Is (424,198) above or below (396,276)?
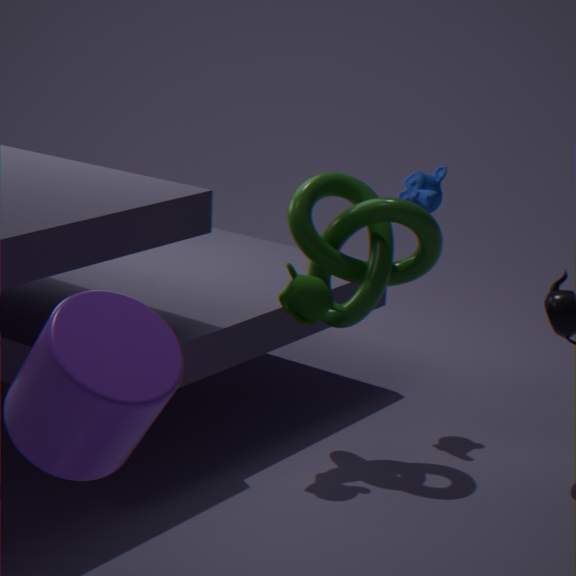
above
